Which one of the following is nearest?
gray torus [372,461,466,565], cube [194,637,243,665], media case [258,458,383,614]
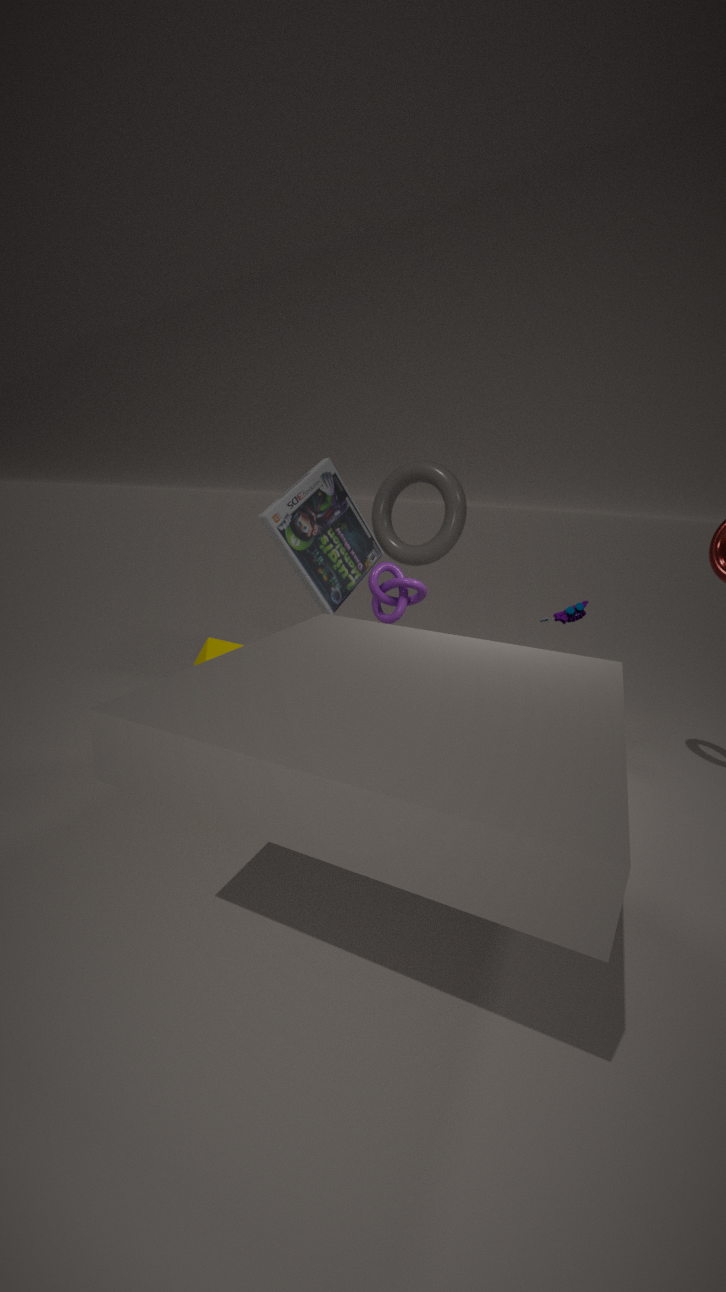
cube [194,637,243,665]
